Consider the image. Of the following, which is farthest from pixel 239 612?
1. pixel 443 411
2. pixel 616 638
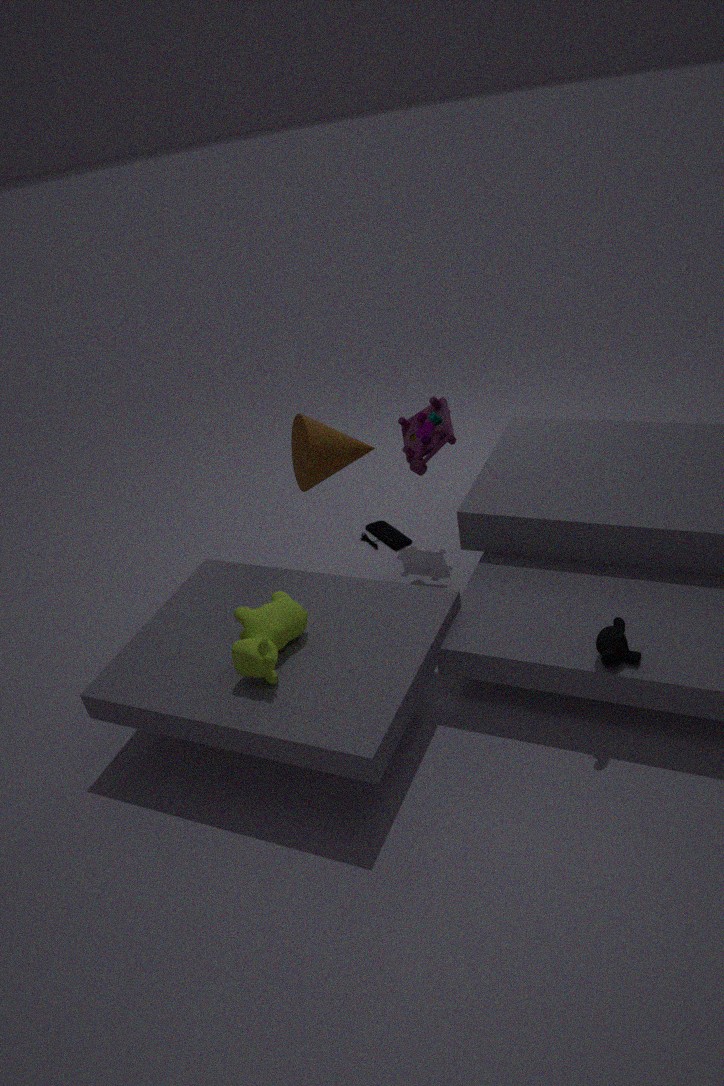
pixel 443 411
